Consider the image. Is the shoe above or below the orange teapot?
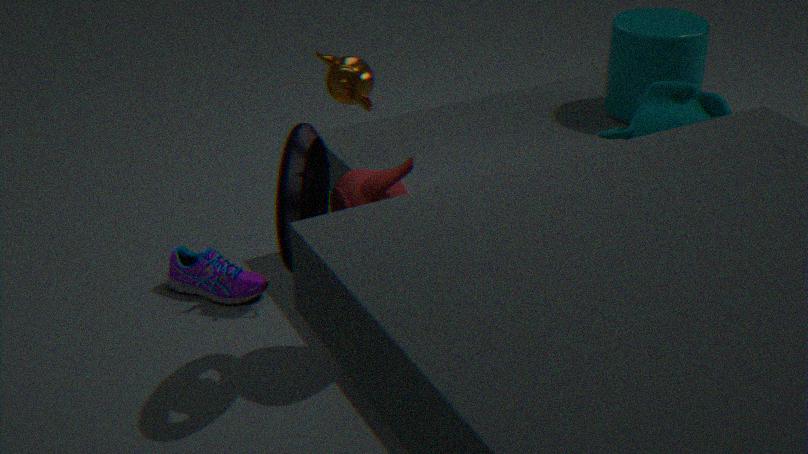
below
